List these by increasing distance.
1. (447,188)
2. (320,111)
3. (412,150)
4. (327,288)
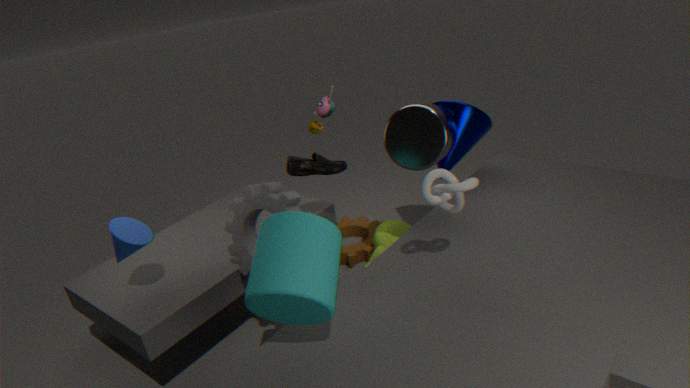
(327,288) → (447,188) → (412,150) → (320,111)
